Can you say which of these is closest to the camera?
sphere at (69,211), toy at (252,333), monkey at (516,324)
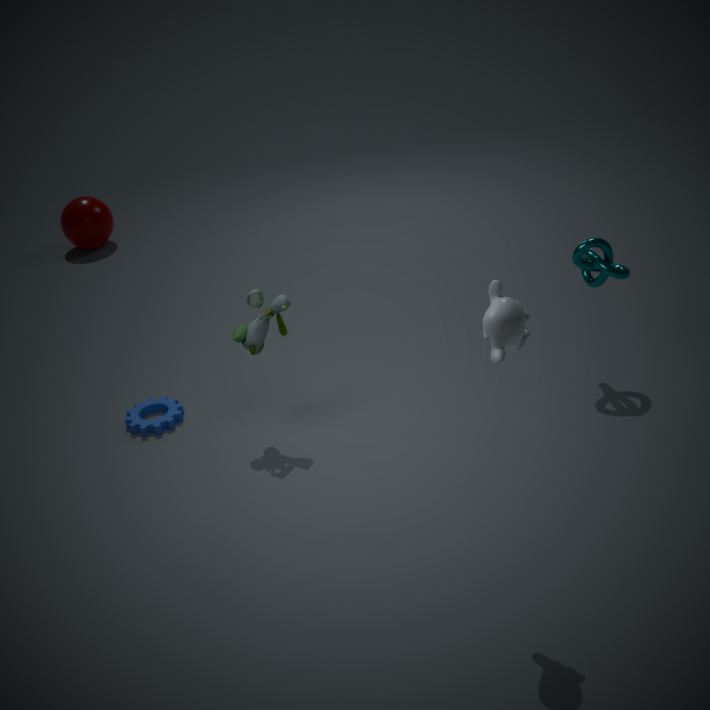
monkey at (516,324)
